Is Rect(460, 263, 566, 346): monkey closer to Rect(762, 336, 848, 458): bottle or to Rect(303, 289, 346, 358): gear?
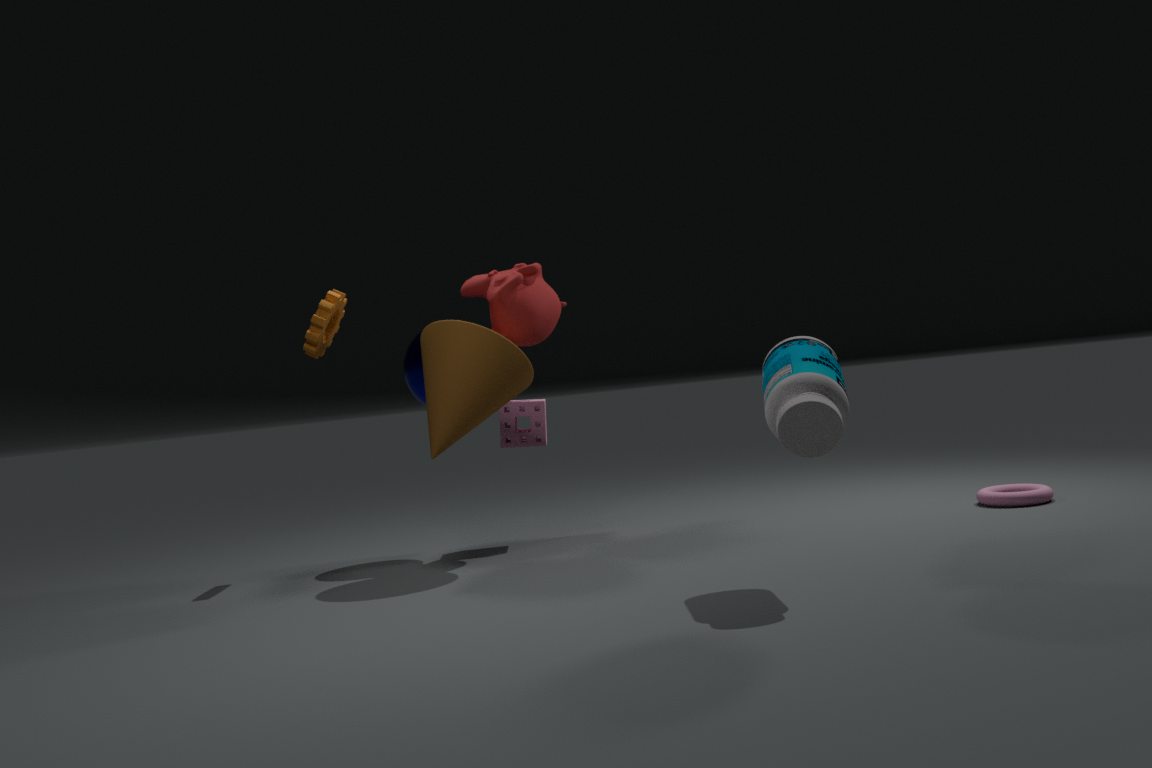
Rect(303, 289, 346, 358): gear
